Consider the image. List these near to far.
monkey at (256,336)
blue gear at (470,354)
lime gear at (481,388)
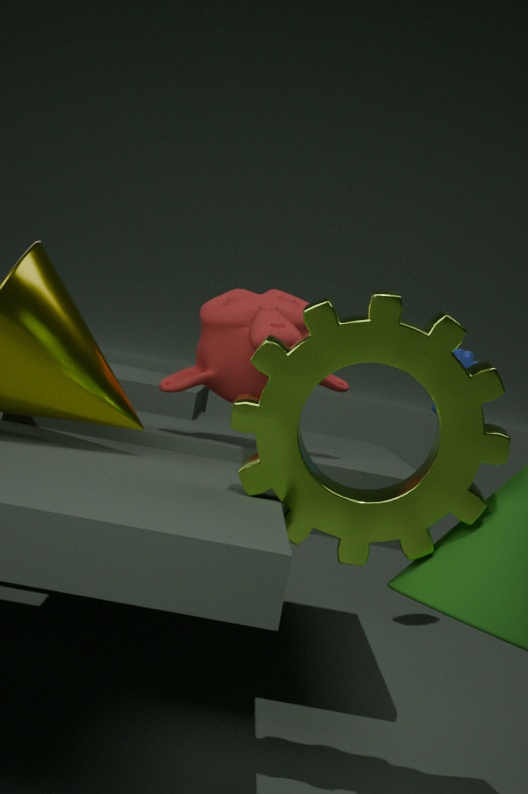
1. lime gear at (481,388)
2. monkey at (256,336)
3. blue gear at (470,354)
